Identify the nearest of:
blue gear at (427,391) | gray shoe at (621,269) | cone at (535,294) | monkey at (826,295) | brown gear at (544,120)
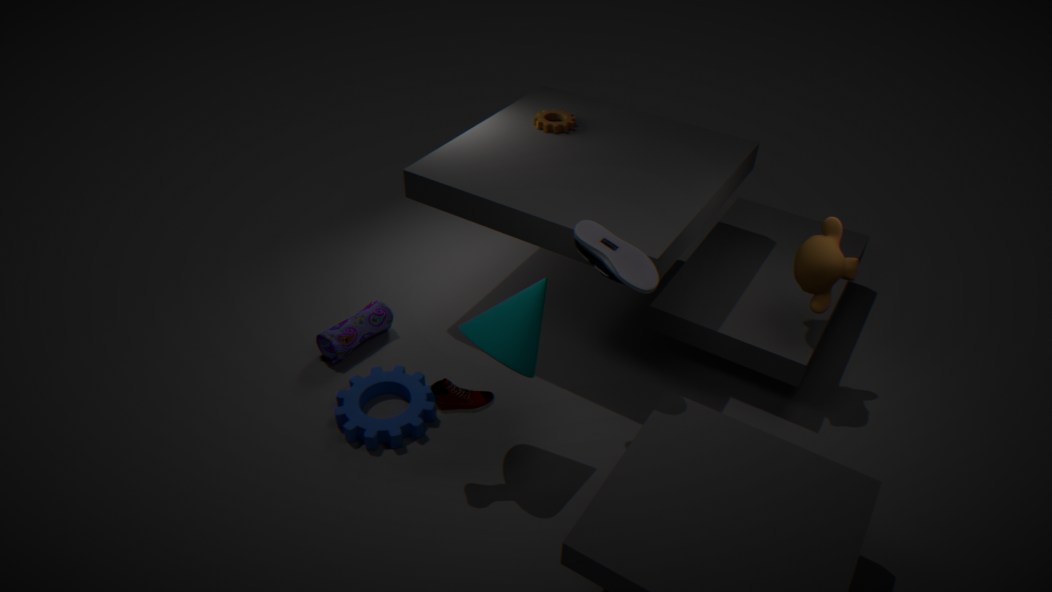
gray shoe at (621,269)
